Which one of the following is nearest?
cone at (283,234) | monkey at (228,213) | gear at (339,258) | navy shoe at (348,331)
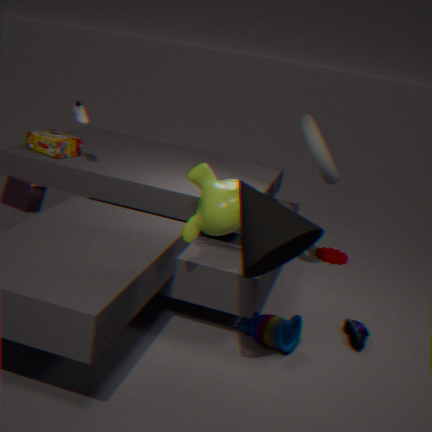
cone at (283,234)
